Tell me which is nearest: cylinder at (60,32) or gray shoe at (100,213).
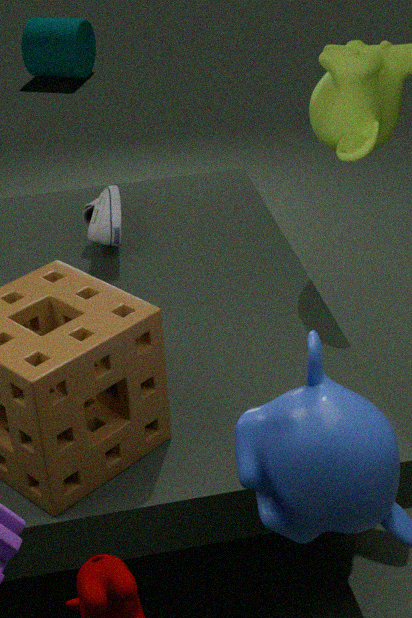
gray shoe at (100,213)
